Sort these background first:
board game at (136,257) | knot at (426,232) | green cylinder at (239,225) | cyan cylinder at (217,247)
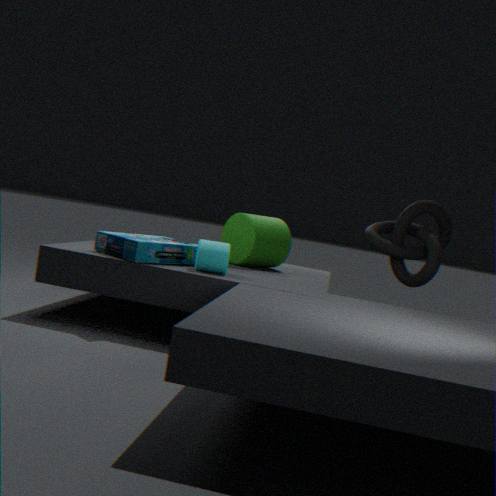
green cylinder at (239,225) < knot at (426,232) < cyan cylinder at (217,247) < board game at (136,257)
